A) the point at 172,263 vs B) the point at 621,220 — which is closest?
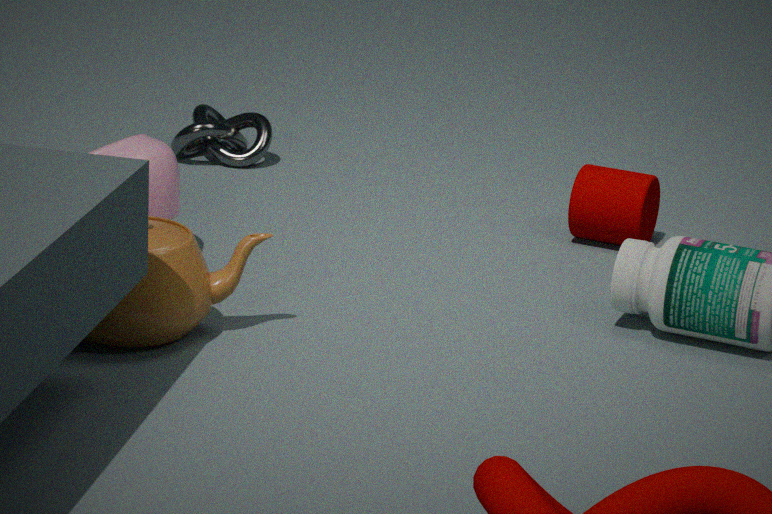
A. the point at 172,263
